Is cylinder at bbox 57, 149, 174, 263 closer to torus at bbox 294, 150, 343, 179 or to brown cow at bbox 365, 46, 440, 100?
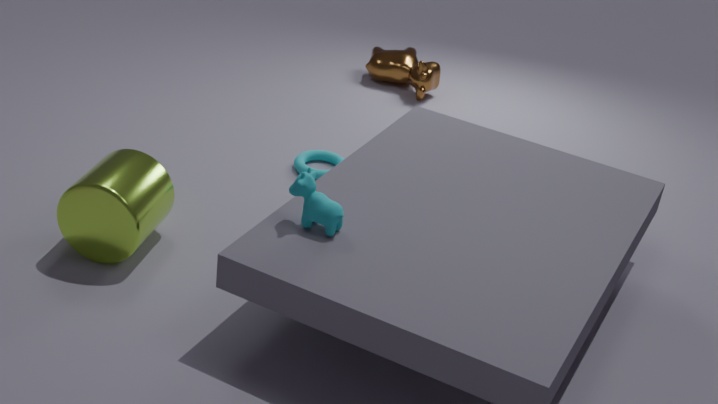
torus at bbox 294, 150, 343, 179
